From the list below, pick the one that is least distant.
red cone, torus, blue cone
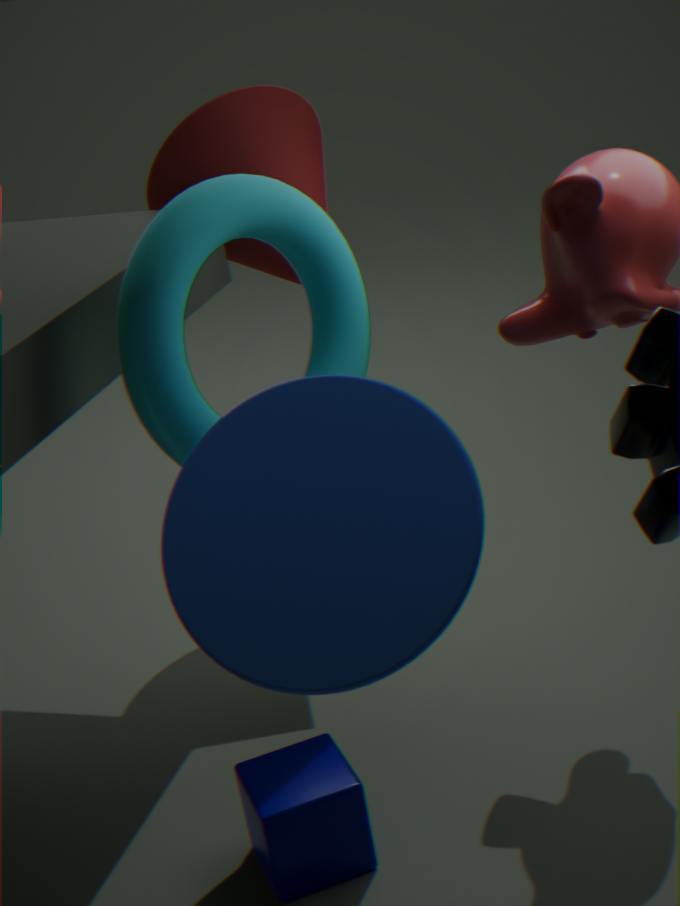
blue cone
